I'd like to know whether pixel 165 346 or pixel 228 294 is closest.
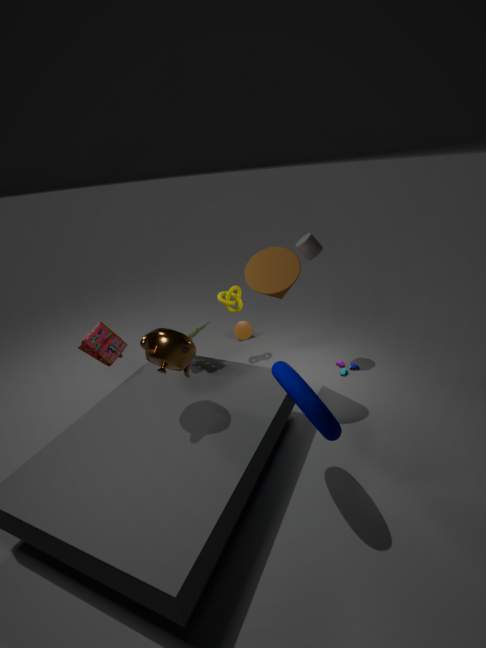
pixel 165 346
